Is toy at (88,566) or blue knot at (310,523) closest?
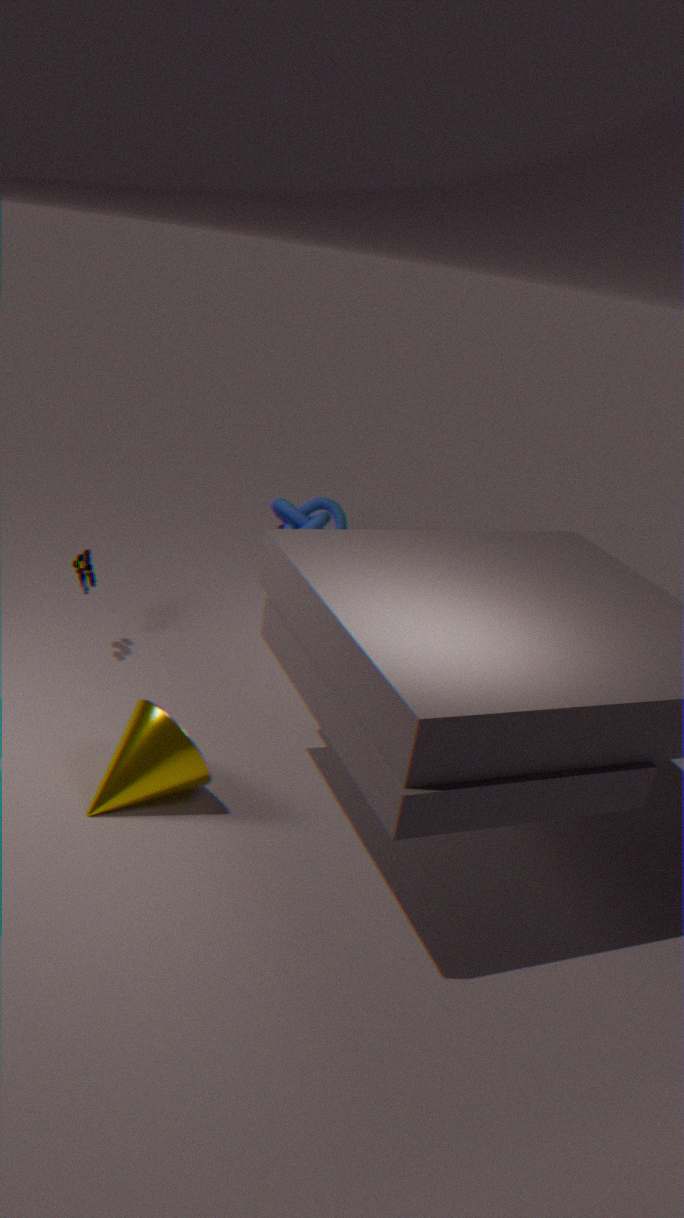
toy at (88,566)
